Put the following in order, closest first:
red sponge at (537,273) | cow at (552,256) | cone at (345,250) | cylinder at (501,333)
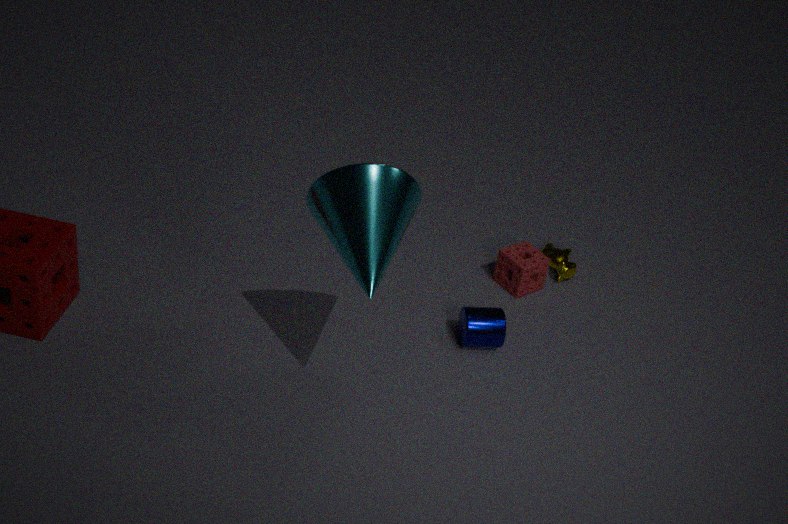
cone at (345,250)
cylinder at (501,333)
red sponge at (537,273)
cow at (552,256)
